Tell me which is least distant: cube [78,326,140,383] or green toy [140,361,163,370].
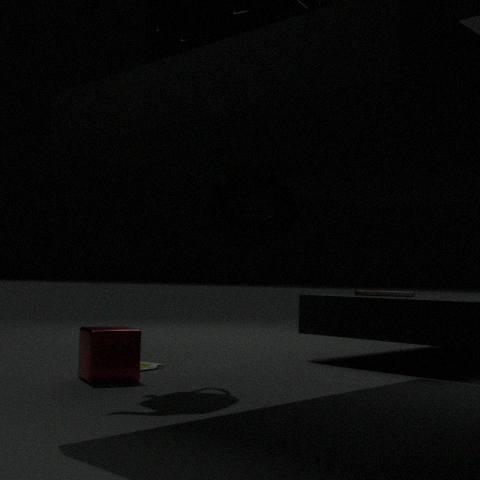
cube [78,326,140,383]
